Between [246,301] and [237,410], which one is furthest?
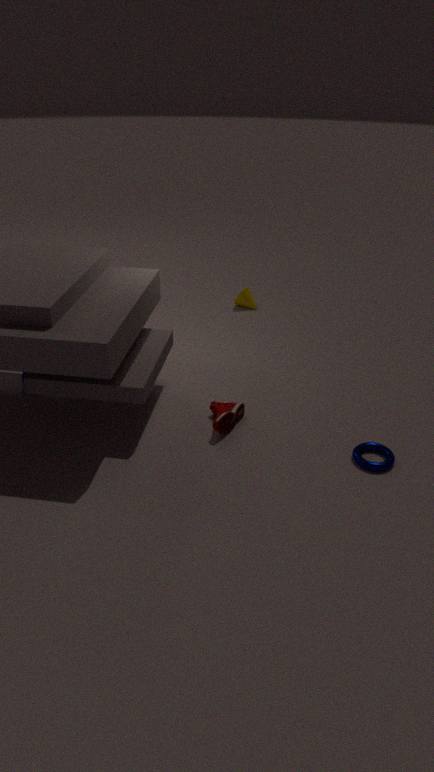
[246,301]
